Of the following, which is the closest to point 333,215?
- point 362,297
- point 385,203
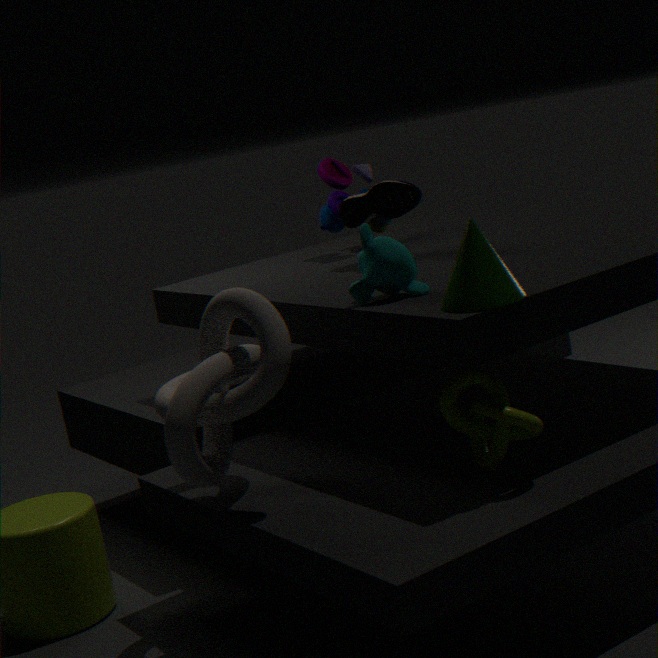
point 385,203
